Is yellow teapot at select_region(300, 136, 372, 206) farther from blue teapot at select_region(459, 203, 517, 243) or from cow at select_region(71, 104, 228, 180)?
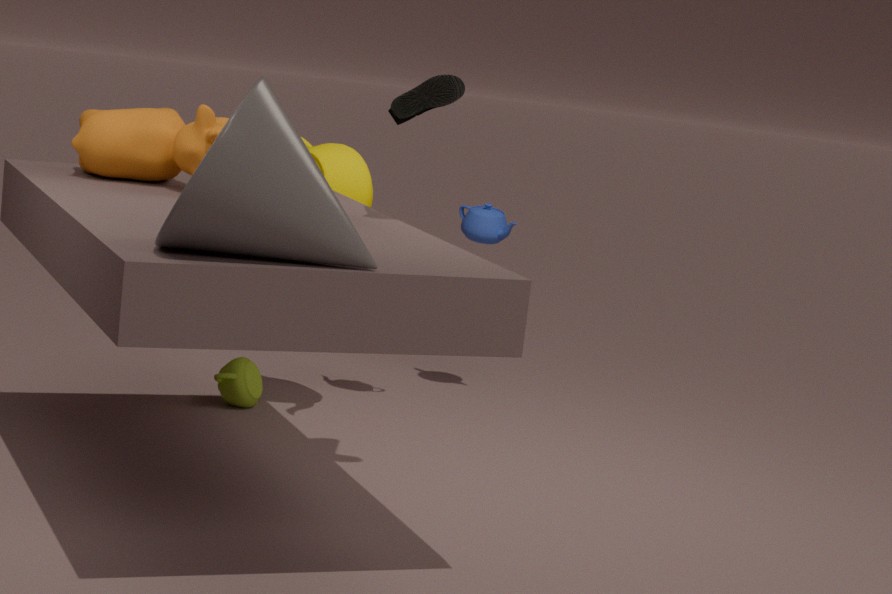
blue teapot at select_region(459, 203, 517, 243)
